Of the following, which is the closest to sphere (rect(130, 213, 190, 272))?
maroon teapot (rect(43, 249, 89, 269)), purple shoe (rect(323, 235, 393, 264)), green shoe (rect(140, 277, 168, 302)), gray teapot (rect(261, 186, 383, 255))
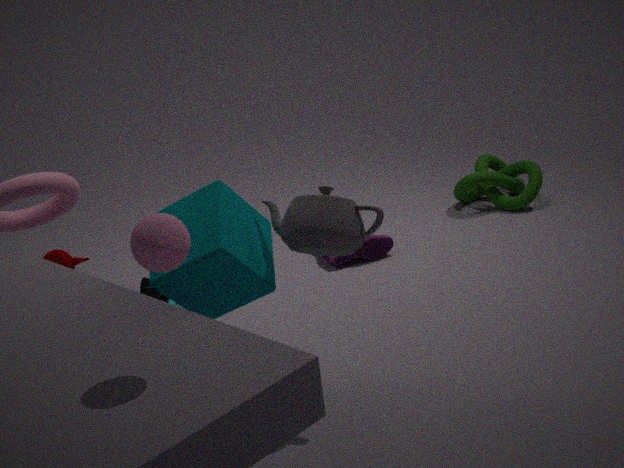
gray teapot (rect(261, 186, 383, 255))
